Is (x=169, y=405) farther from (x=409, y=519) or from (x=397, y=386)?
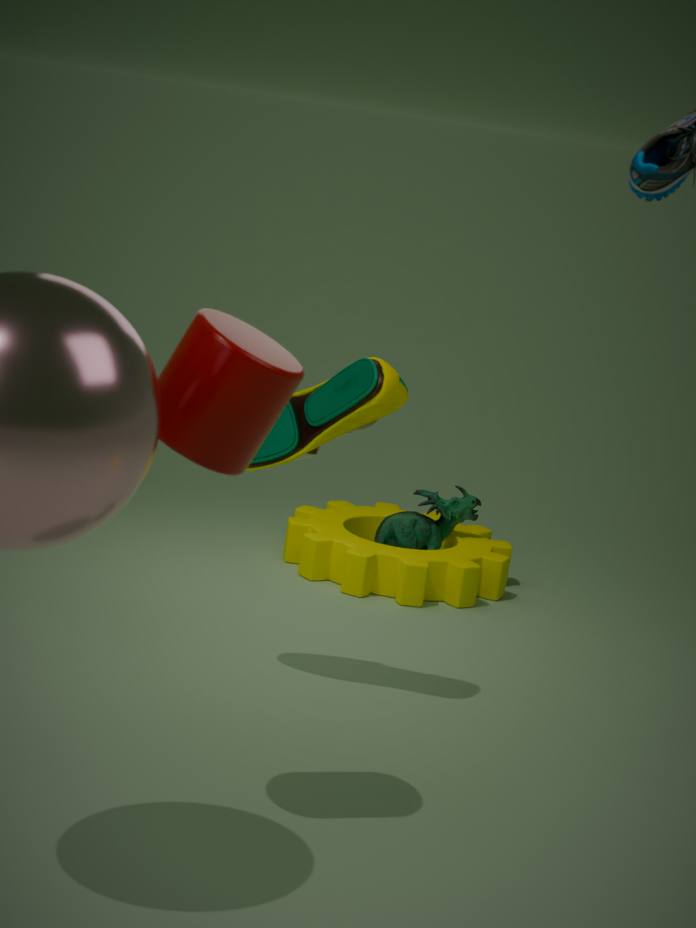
(x=409, y=519)
